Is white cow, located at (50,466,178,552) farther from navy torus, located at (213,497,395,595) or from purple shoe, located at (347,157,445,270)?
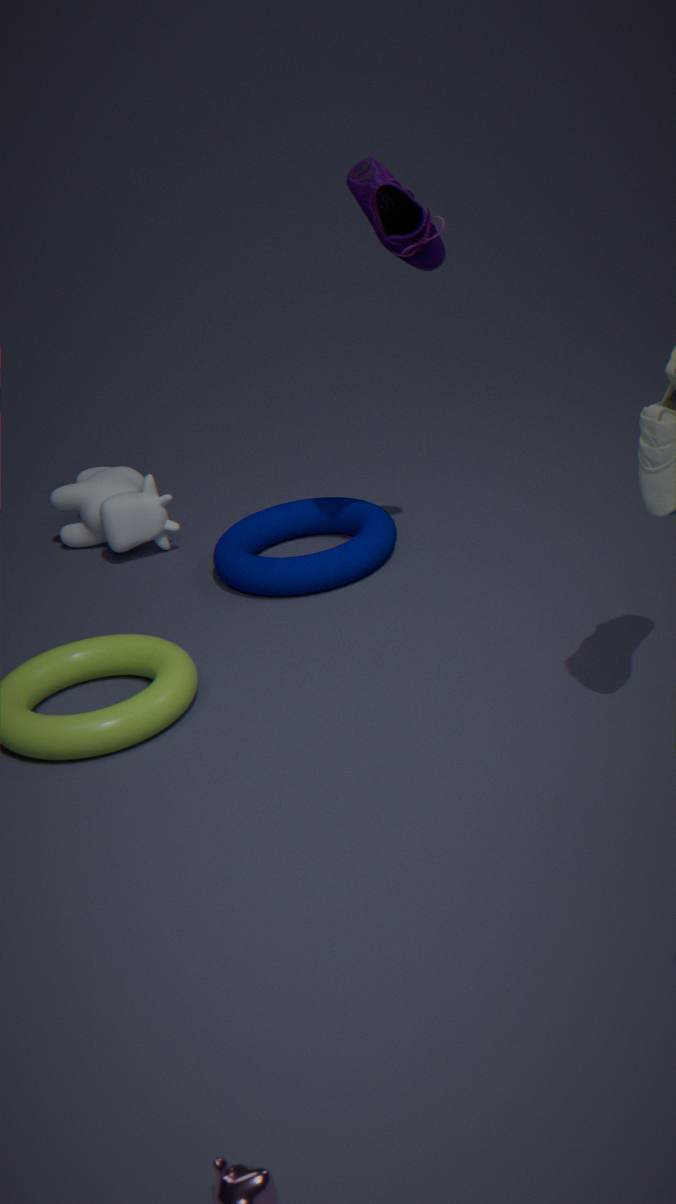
purple shoe, located at (347,157,445,270)
